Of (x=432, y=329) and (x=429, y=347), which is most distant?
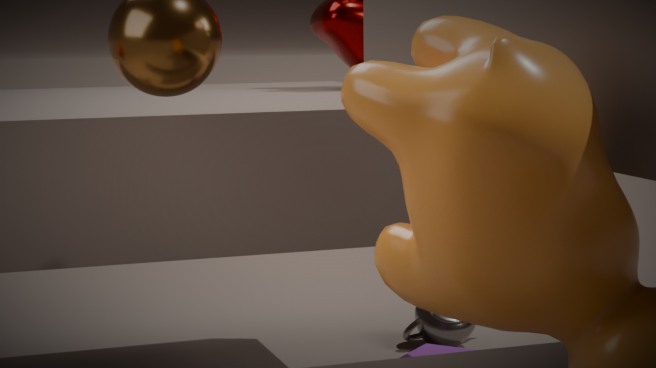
(x=432, y=329)
